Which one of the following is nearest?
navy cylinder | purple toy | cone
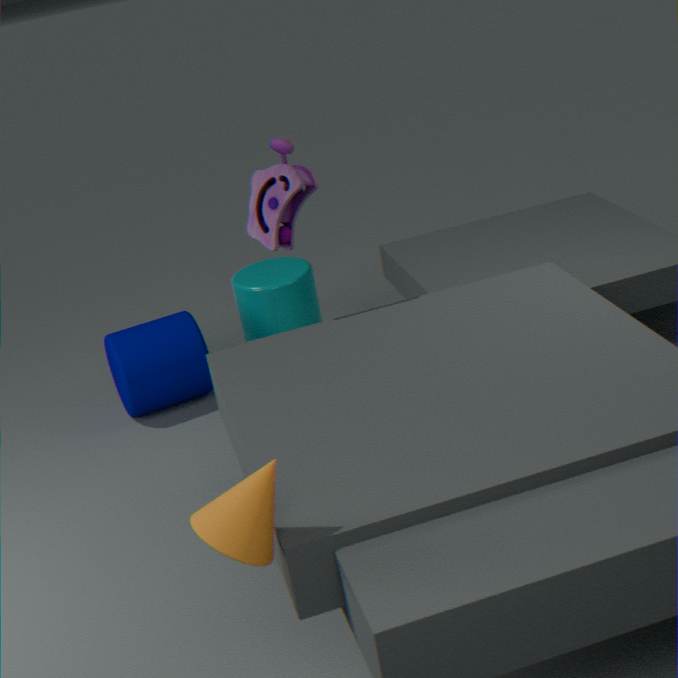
cone
